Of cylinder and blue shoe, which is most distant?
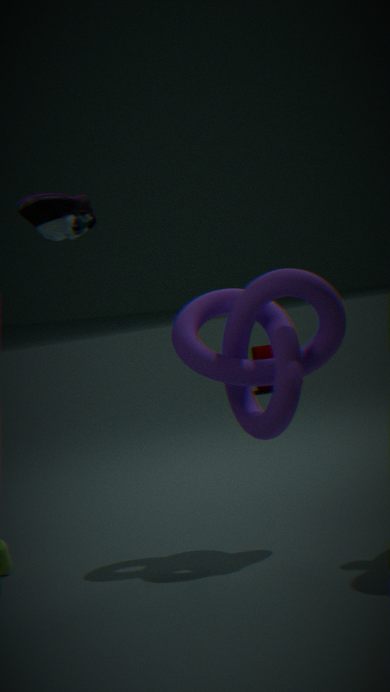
cylinder
